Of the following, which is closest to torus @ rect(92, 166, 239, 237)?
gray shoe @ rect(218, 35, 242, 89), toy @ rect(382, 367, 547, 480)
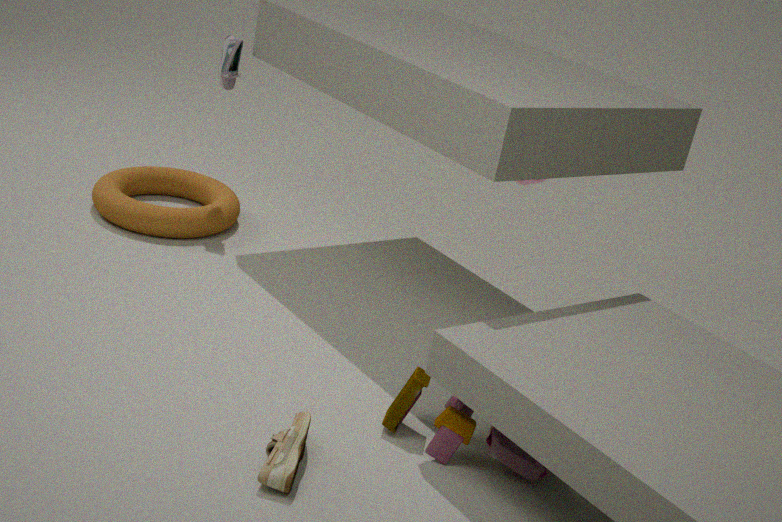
gray shoe @ rect(218, 35, 242, 89)
